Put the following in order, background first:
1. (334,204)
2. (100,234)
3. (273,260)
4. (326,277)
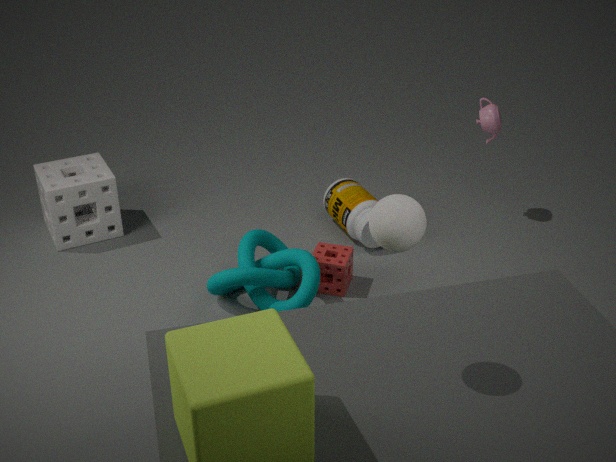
(334,204) < (100,234) < (326,277) < (273,260)
